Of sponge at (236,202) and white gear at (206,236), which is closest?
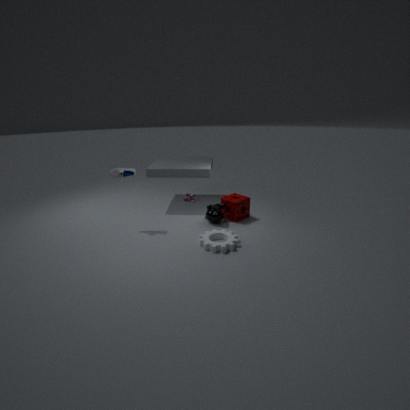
white gear at (206,236)
